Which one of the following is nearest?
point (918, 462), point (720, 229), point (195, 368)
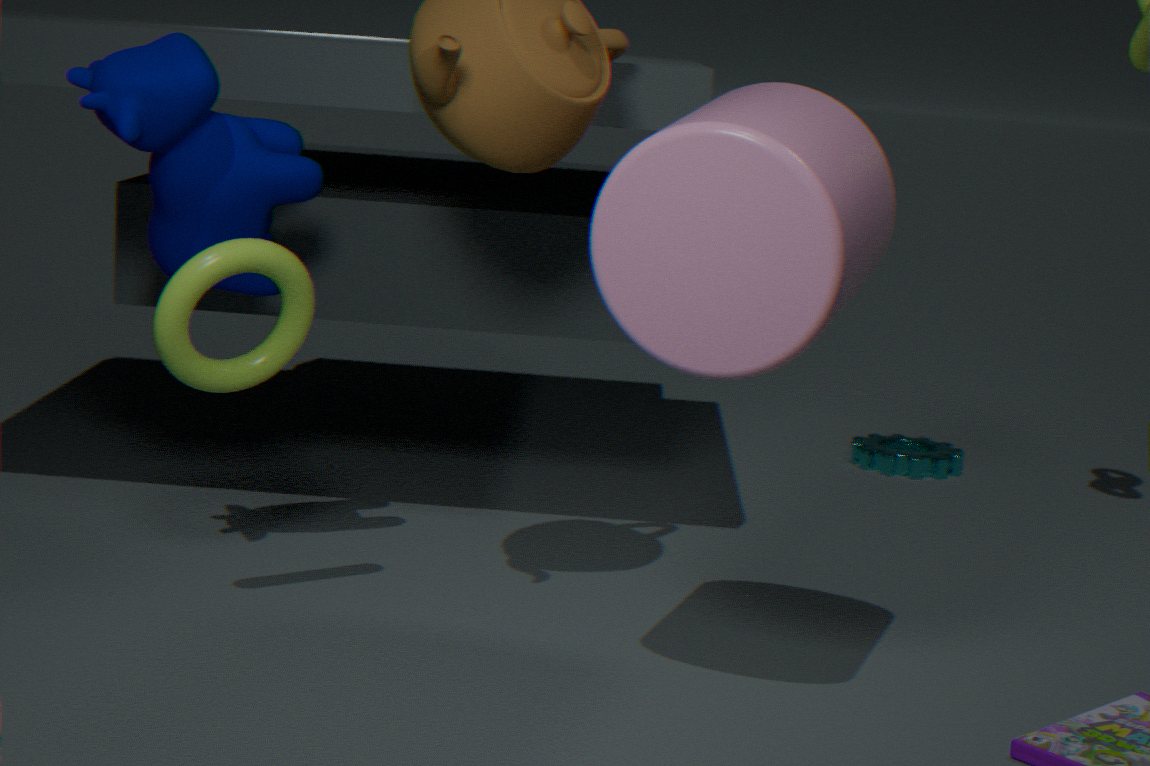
point (720, 229)
